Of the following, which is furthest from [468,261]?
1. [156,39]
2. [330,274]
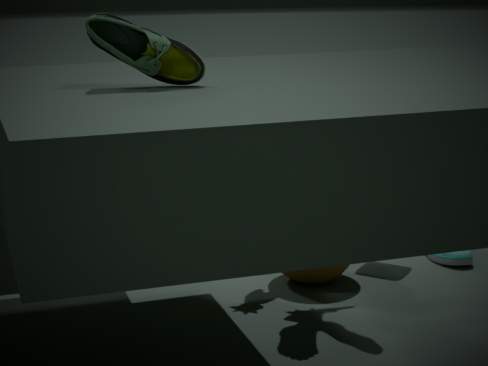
[156,39]
